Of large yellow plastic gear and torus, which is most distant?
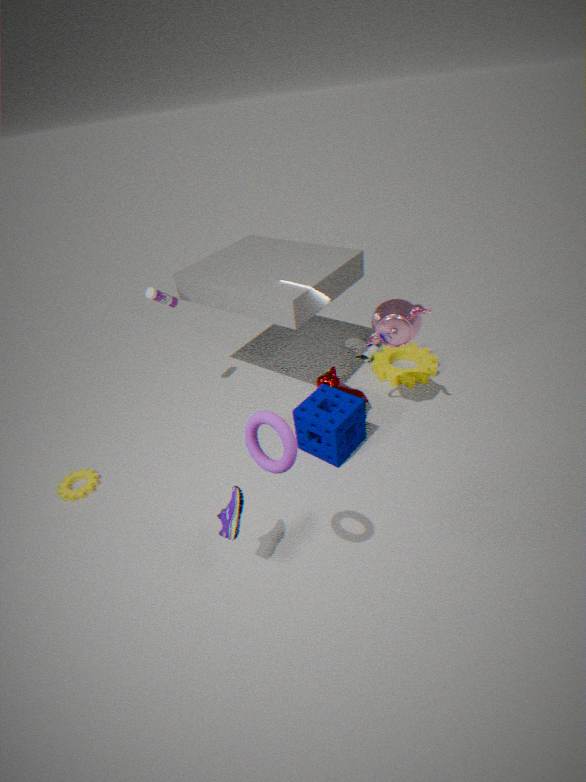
large yellow plastic gear
